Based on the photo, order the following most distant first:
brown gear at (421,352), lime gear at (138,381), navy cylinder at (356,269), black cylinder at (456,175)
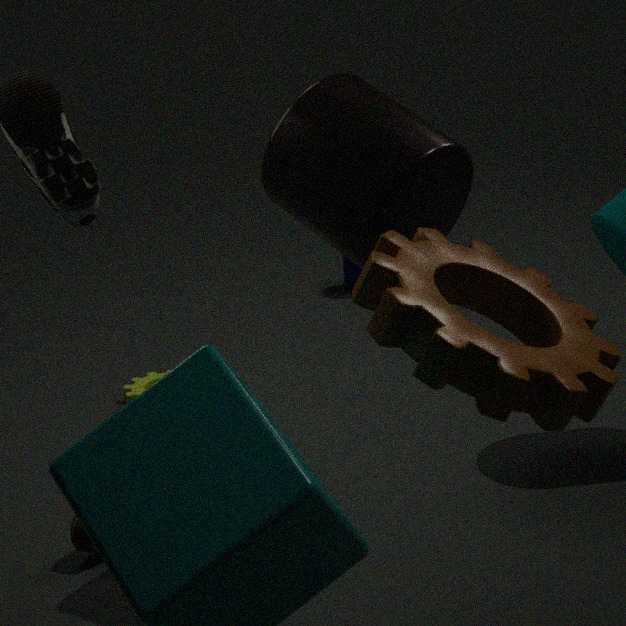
navy cylinder at (356,269), lime gear at (138,381), black cylinder at (456,175), brown gear at (421,352)
